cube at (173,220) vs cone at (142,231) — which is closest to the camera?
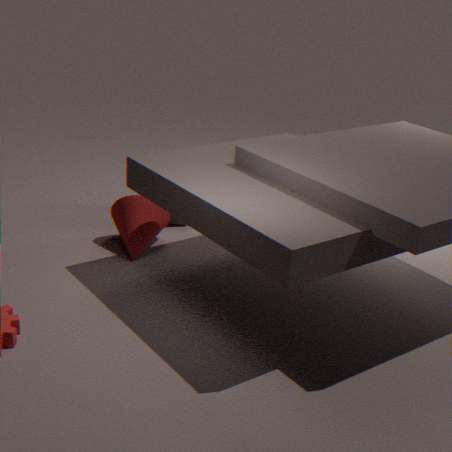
cone at (142,231)
